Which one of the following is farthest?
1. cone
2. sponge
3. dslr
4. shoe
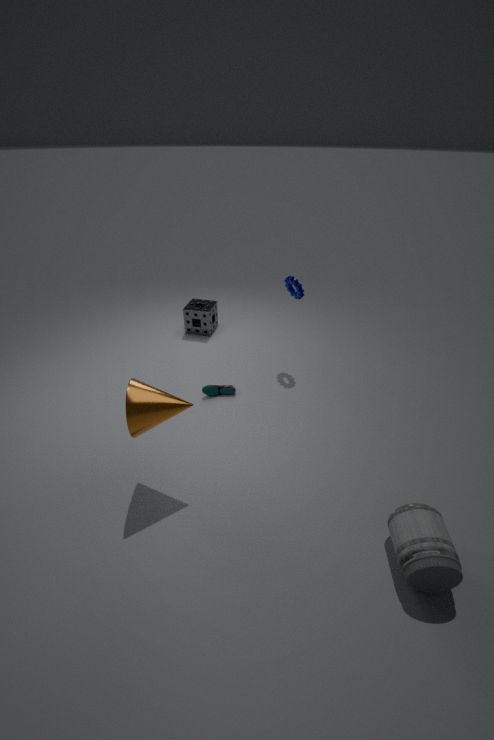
sponge
